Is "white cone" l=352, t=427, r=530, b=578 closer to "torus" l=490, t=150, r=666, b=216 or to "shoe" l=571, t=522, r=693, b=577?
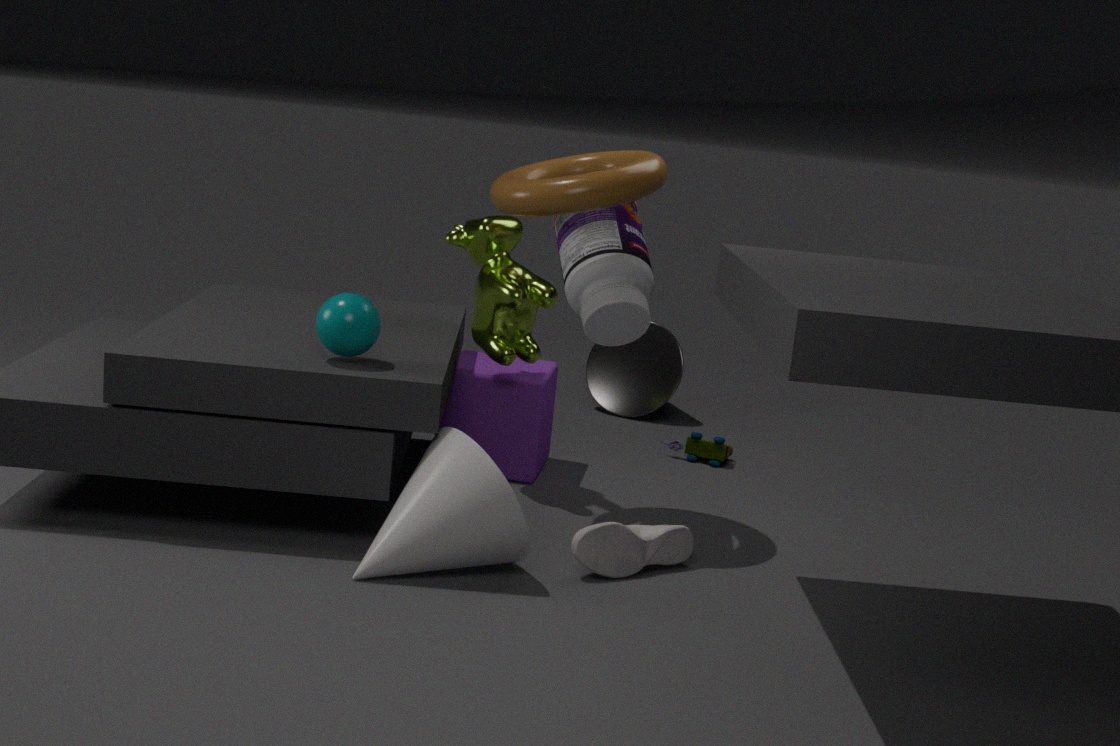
"shoe" l=571, t=522, r=693, b=577
